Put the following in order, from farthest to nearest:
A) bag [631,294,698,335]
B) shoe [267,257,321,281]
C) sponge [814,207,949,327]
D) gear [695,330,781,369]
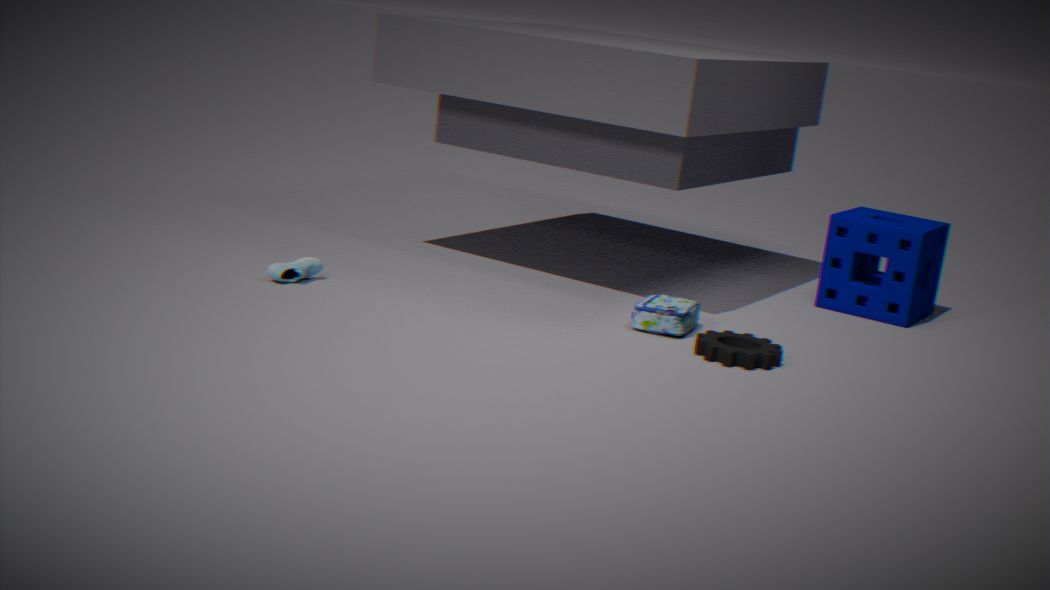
sponge [814,207,949,327] < shoe [267,257,321,281] < bag [631,294,698,335] < gear [695,330,781,369]
